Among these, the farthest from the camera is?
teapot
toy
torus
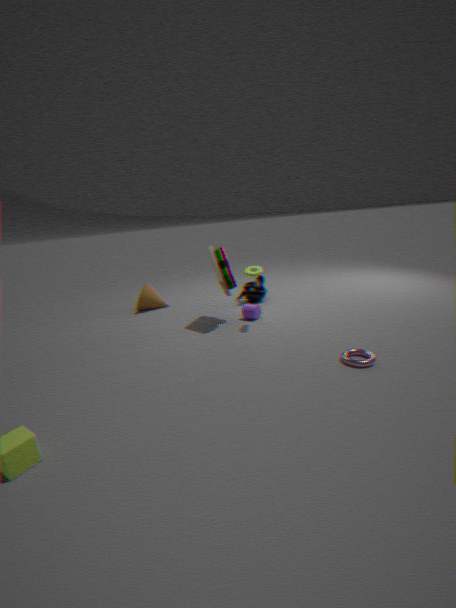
teapot
